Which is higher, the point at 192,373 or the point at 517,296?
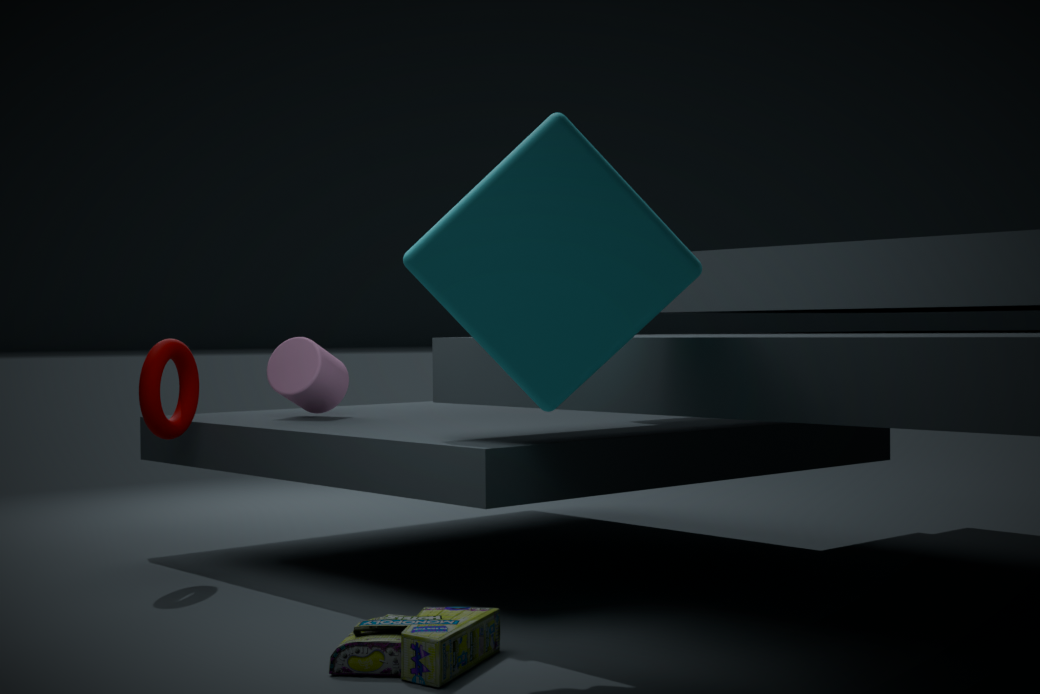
the point at 517,296
